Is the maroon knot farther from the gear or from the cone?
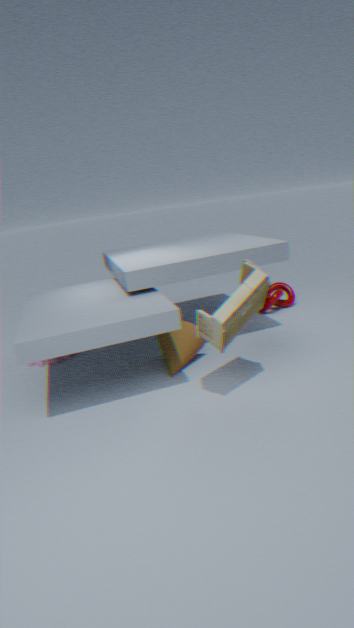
the gear
